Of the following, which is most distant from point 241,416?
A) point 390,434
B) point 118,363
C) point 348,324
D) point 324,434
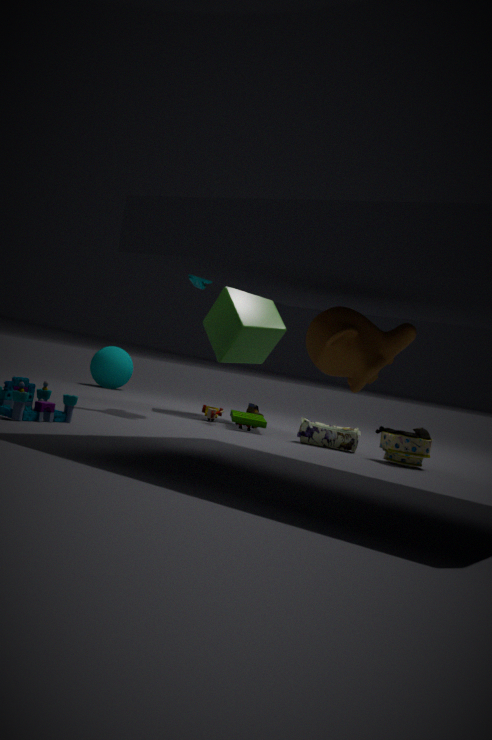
point 118,363
